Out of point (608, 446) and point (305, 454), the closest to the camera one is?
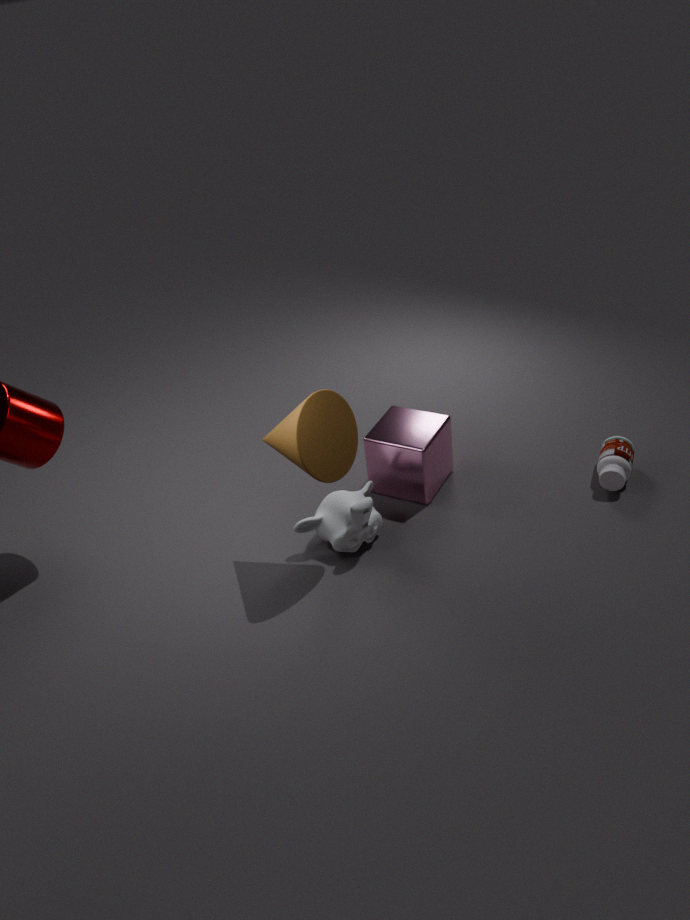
point (305, 454)
